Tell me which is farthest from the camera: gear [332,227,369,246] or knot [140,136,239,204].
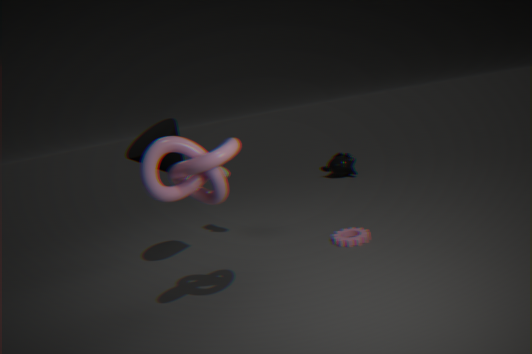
gear [332,227,369,246]
